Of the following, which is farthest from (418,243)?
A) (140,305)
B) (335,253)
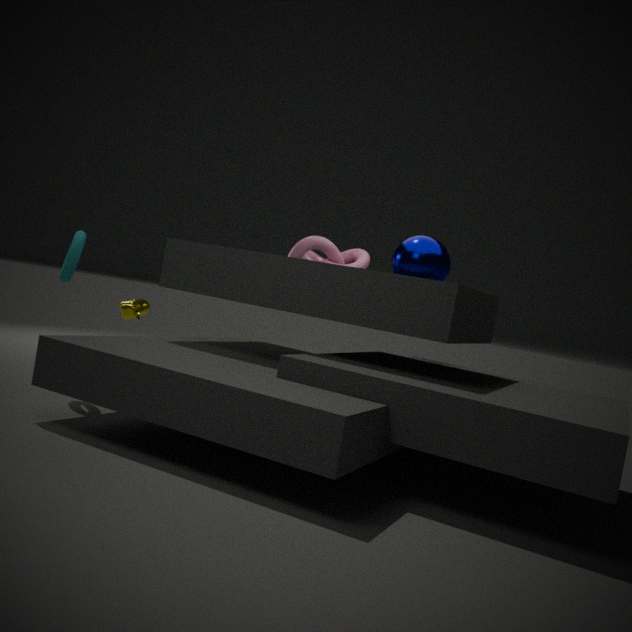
(140,305)
